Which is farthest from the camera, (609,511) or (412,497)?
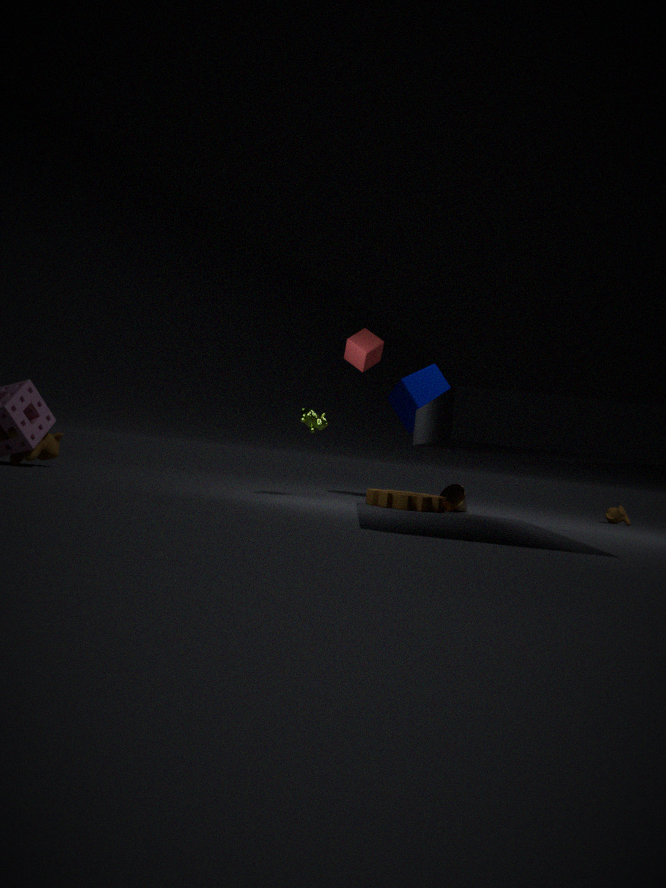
(609,511)
